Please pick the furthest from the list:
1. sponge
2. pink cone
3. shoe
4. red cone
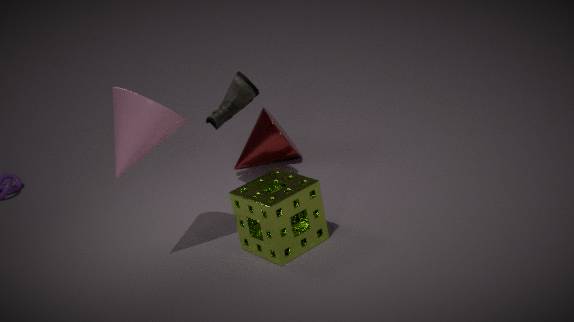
red cone
